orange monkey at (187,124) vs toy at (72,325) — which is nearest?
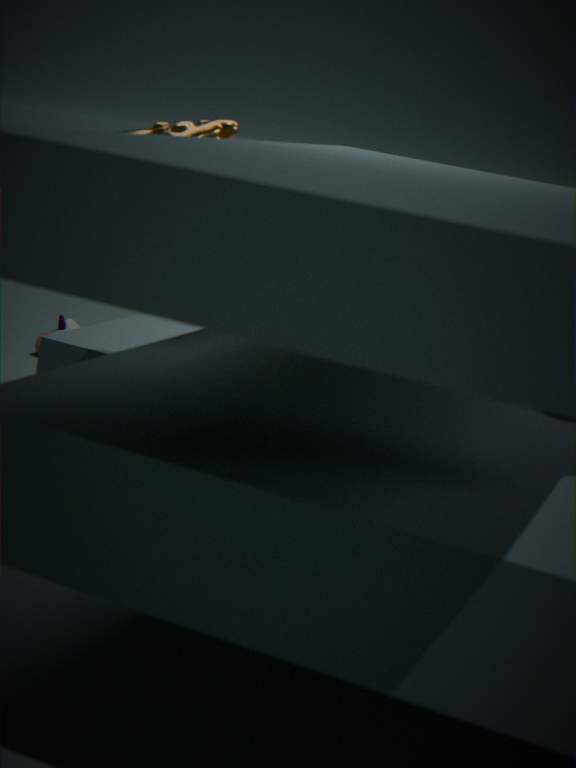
orange monkey at (187,124)
